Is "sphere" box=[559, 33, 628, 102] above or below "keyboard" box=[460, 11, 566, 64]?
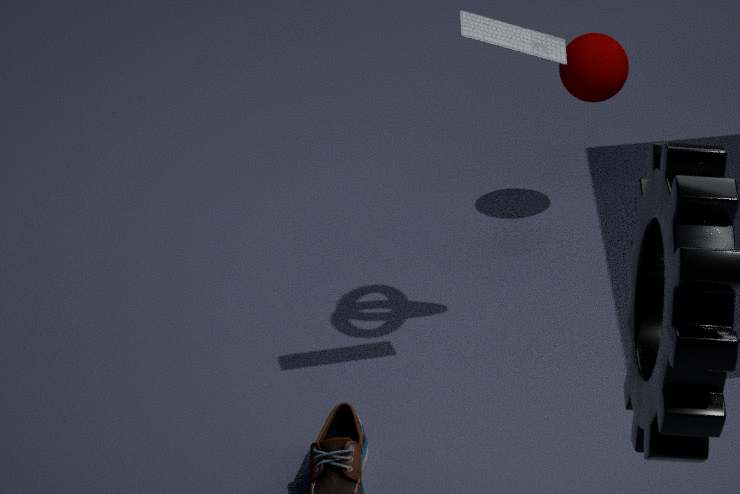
below
